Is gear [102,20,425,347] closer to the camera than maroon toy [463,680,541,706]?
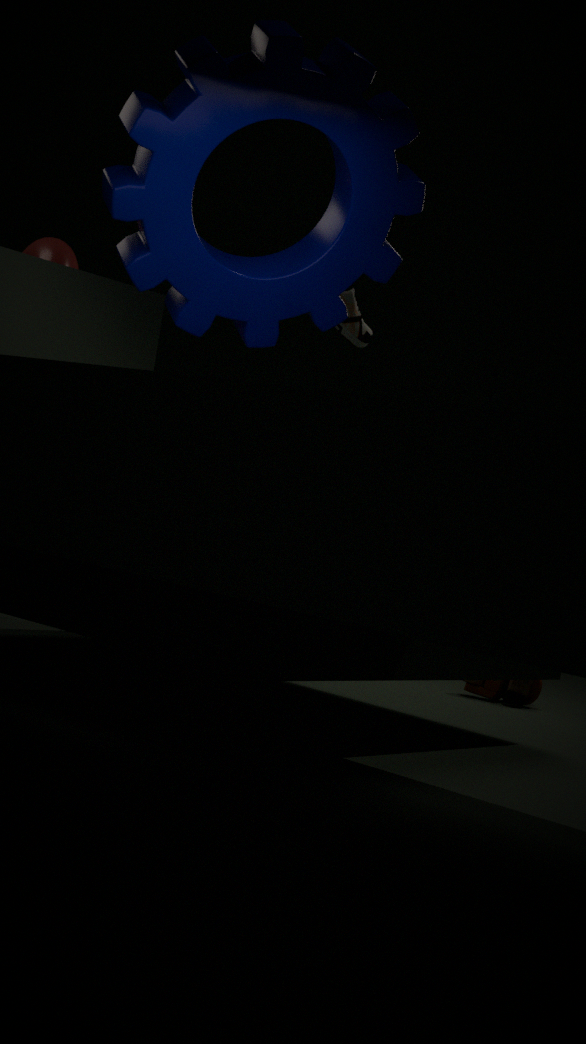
Yes
